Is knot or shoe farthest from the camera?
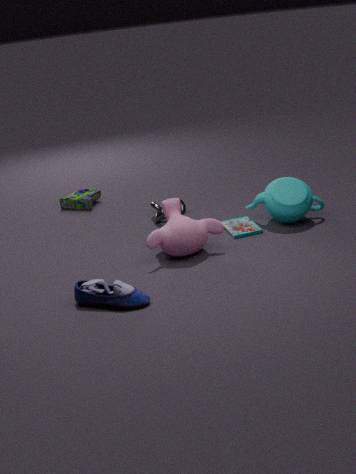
knot
